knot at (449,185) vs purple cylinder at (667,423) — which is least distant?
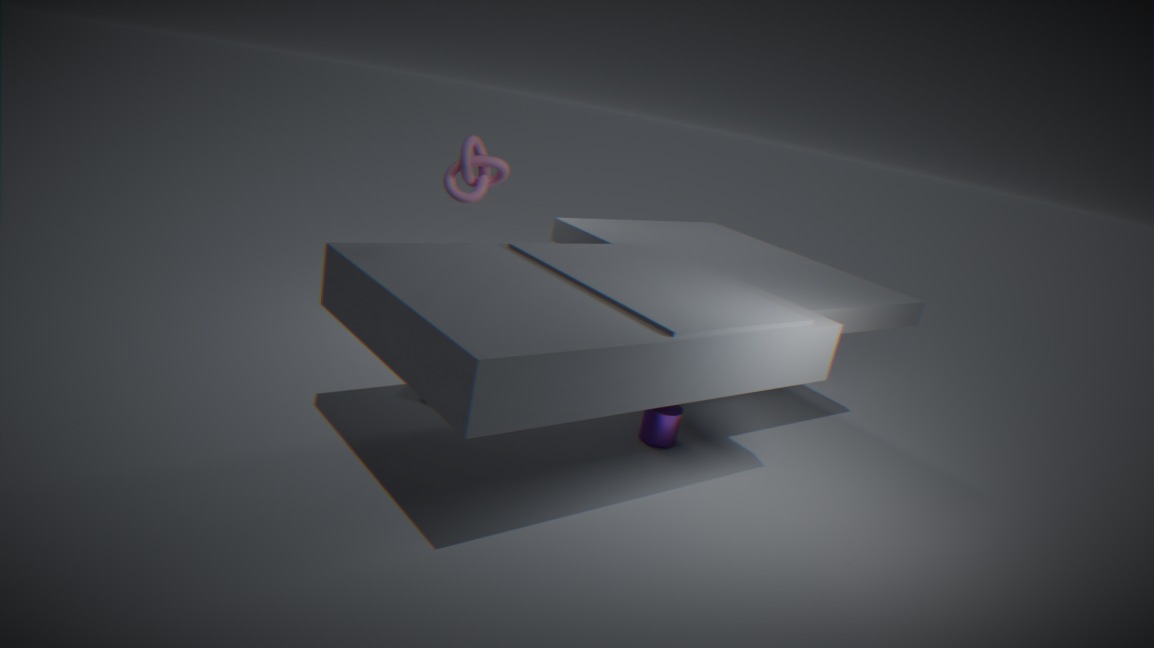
knot at (449,185)
